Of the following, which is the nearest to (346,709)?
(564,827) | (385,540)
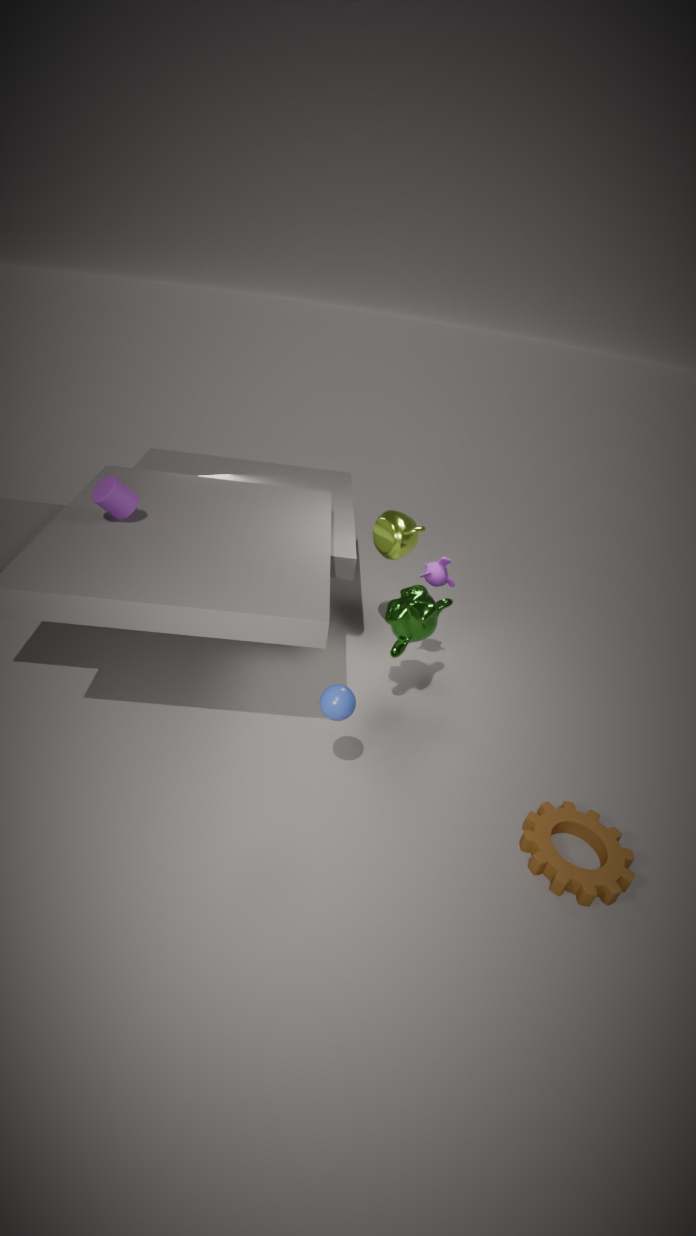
(564,827)
